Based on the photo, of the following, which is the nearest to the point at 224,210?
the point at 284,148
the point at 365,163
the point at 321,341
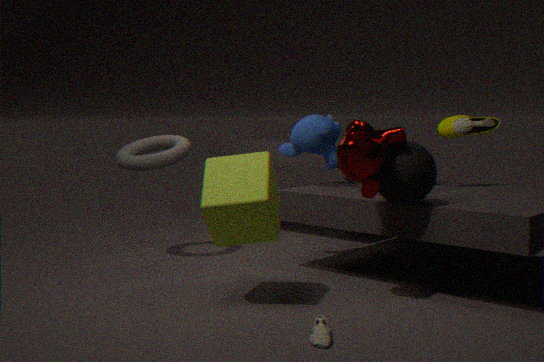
the point at 365,163
